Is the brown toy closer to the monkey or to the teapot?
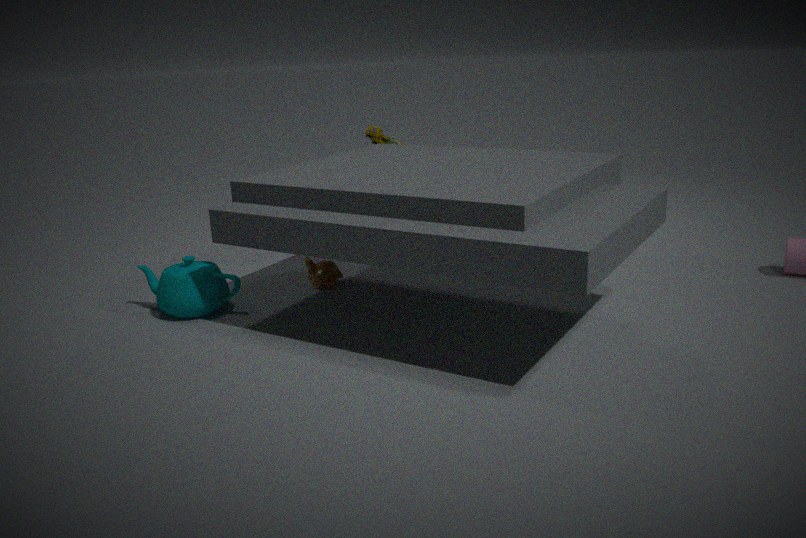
the monkey
